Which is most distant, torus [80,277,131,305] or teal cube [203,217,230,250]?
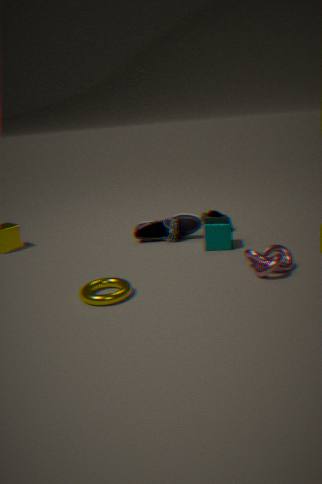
teal cube [203,217,230,250]
